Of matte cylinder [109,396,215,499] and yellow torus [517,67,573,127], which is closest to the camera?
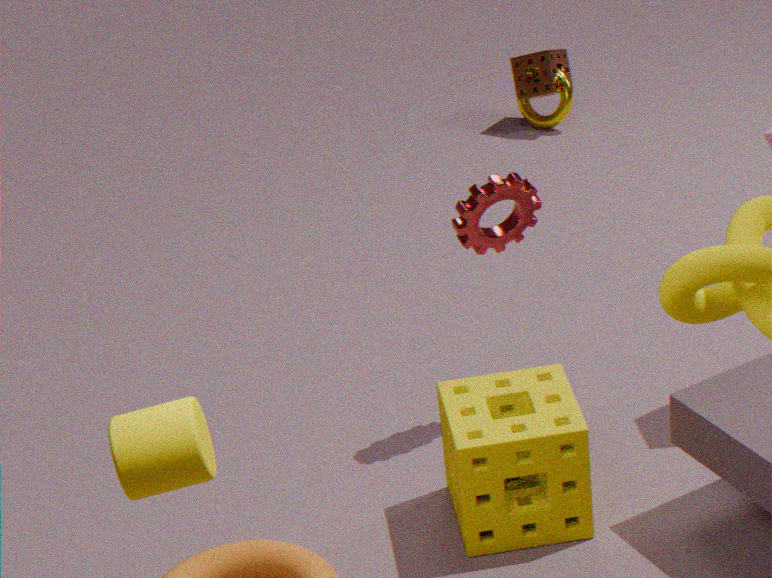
matte cylinder [109,396,215,499]
